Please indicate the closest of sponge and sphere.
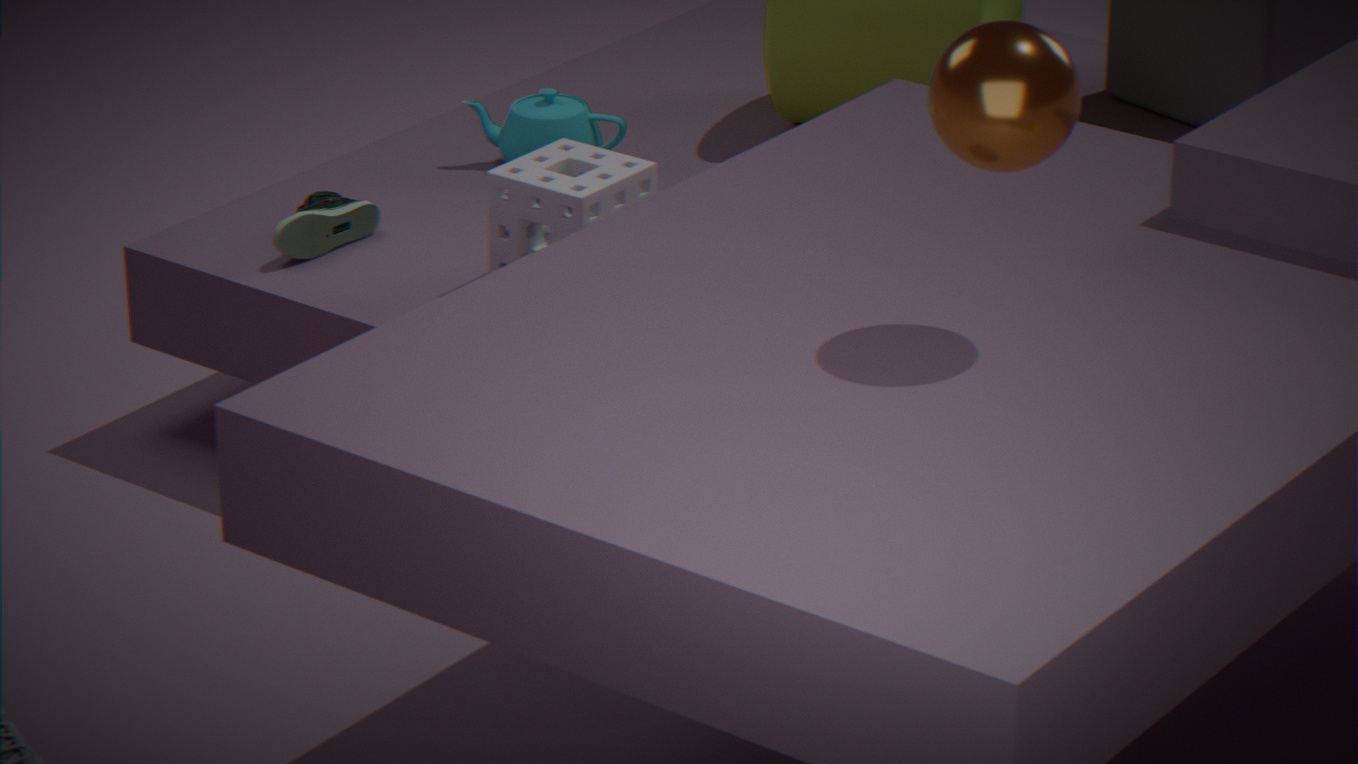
sphere
